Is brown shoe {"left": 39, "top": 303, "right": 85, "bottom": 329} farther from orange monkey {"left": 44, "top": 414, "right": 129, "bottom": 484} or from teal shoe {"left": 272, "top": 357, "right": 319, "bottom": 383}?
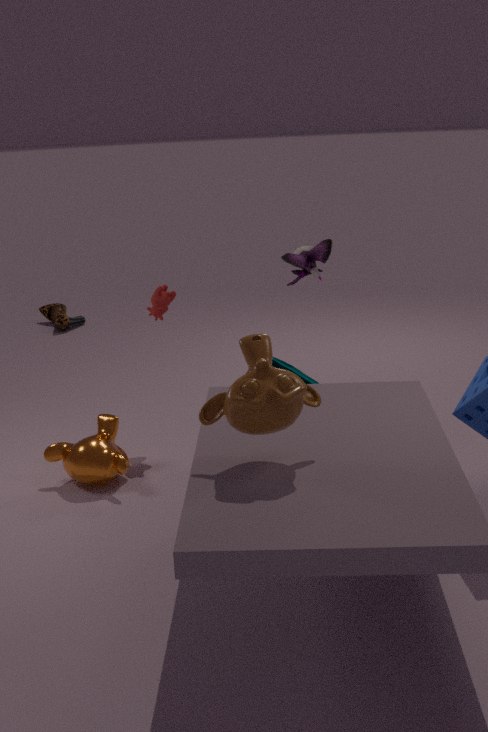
teal shoe {"left": 272, "top": 357, "right": 319, "bottom": 383}
